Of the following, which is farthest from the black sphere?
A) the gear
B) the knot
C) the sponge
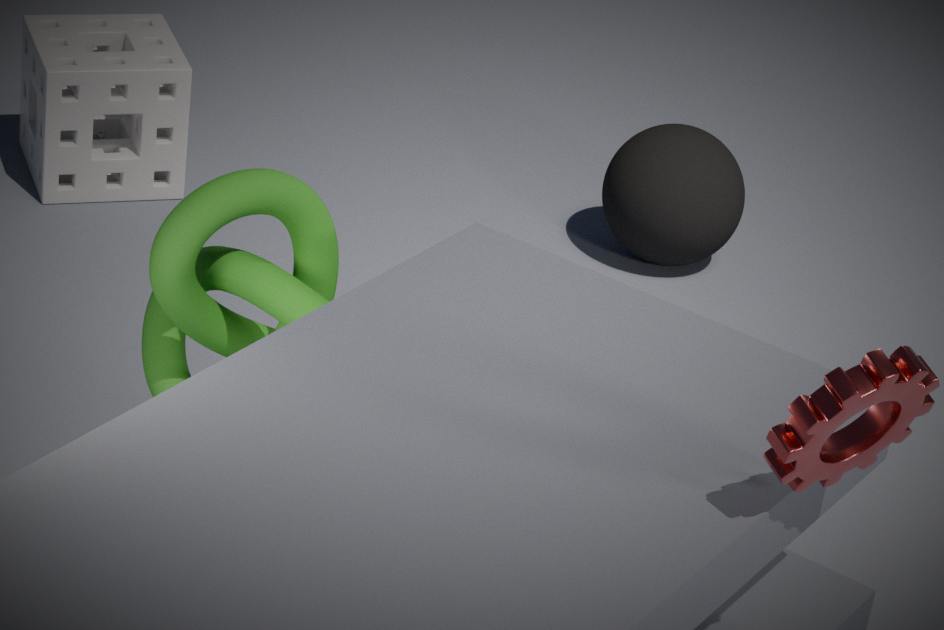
the gear
